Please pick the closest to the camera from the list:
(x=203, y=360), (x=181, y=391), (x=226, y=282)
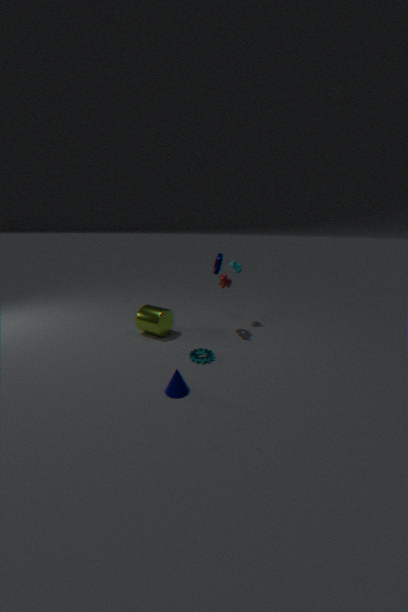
(x=181, y=391)
